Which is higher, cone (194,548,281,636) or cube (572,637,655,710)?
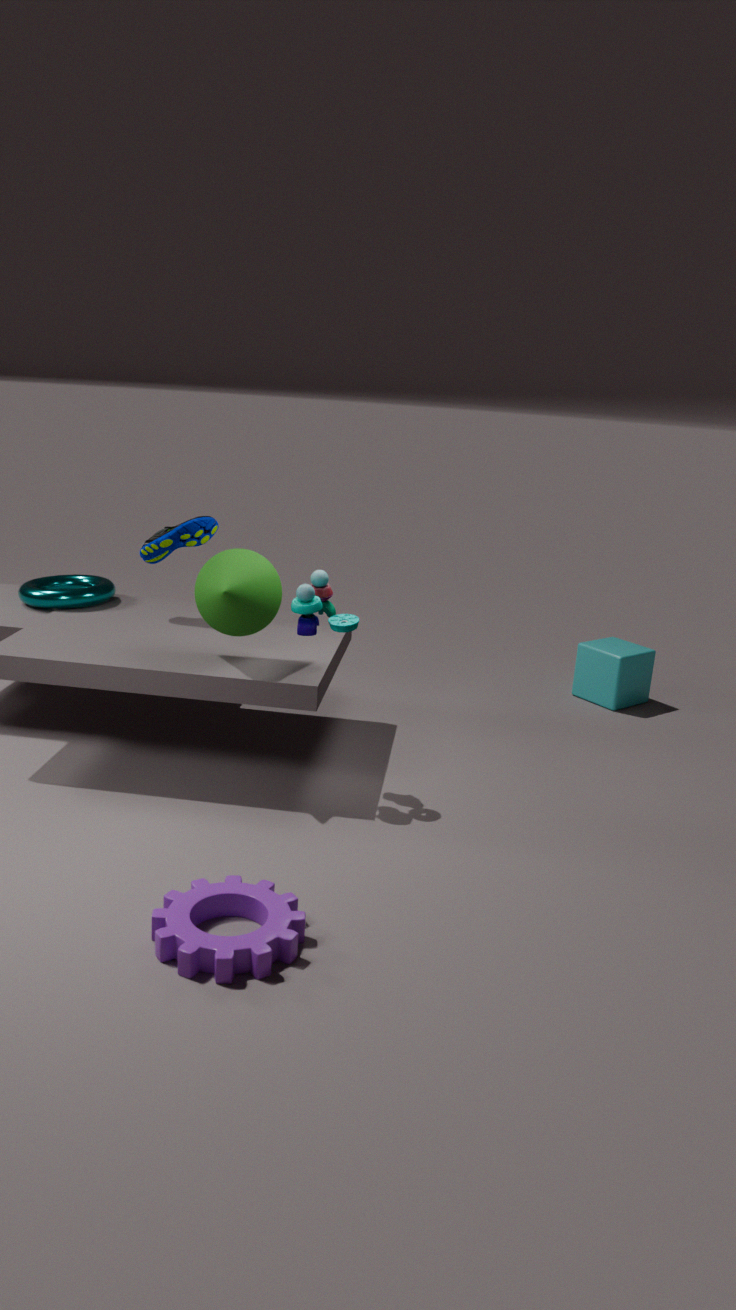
cone (194,548,281,636)
